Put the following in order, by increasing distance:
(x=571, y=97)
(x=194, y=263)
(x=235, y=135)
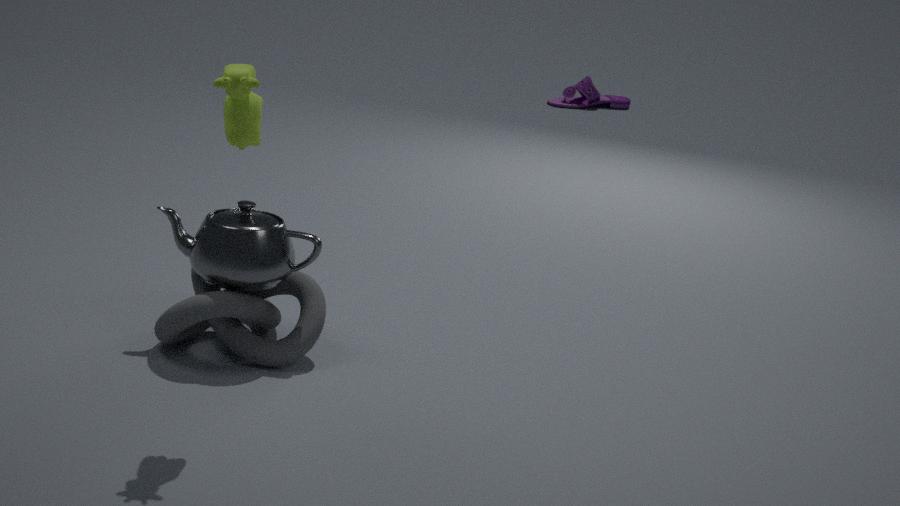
(x=235, y=135) → (x=194, y=263) → (x=571, y=97)
